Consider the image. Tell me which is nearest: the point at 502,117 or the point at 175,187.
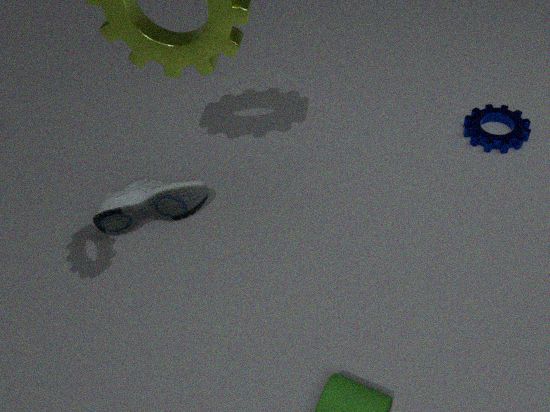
the point at 175,187
